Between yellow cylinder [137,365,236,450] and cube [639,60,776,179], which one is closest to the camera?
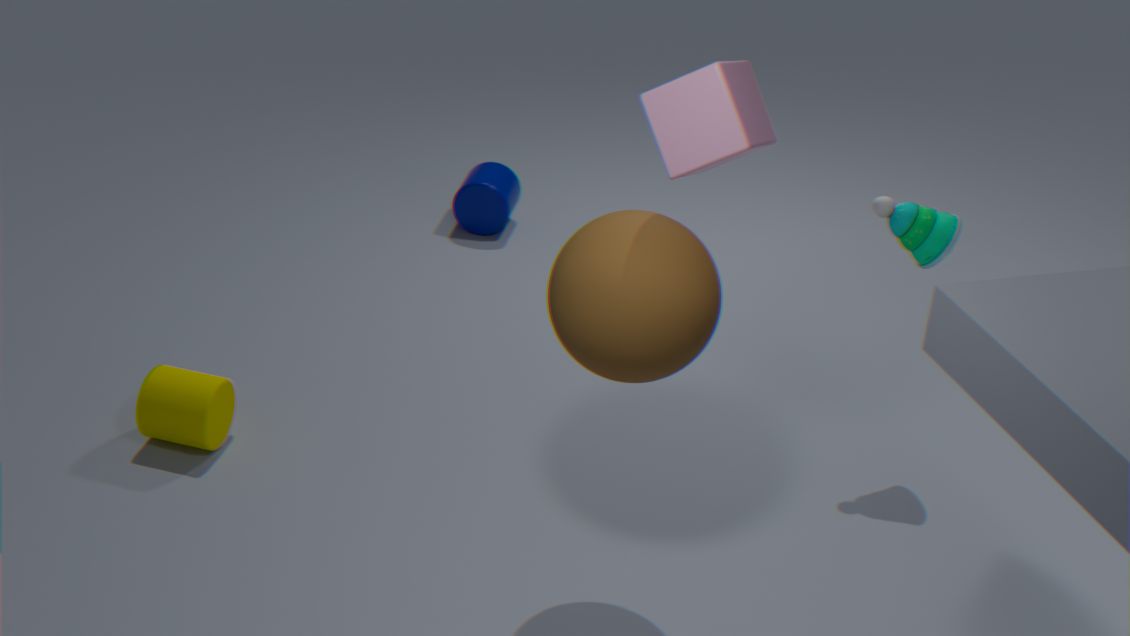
cube [639,60,776,179]
